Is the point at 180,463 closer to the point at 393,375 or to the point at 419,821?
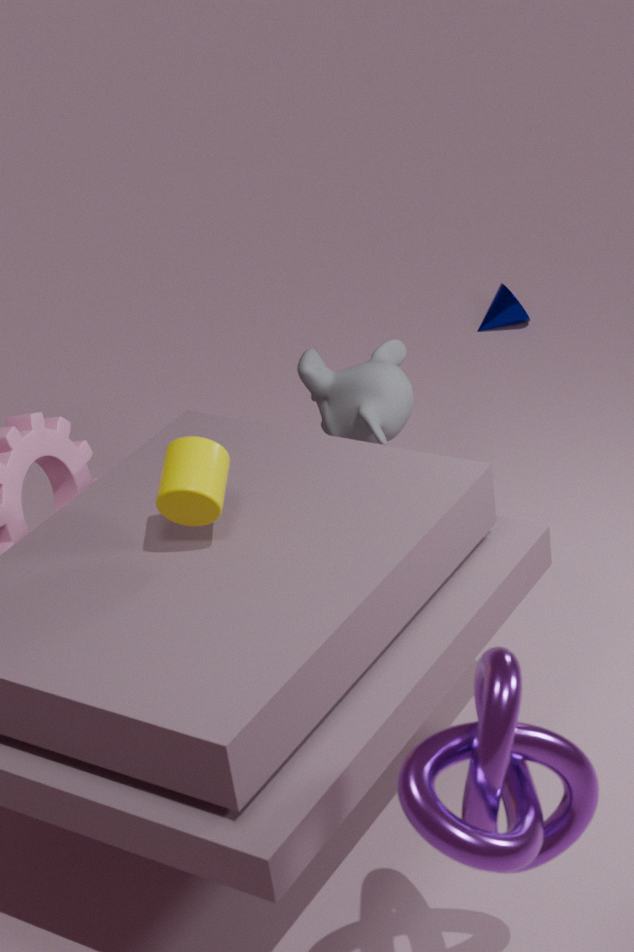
the point at 393,375
